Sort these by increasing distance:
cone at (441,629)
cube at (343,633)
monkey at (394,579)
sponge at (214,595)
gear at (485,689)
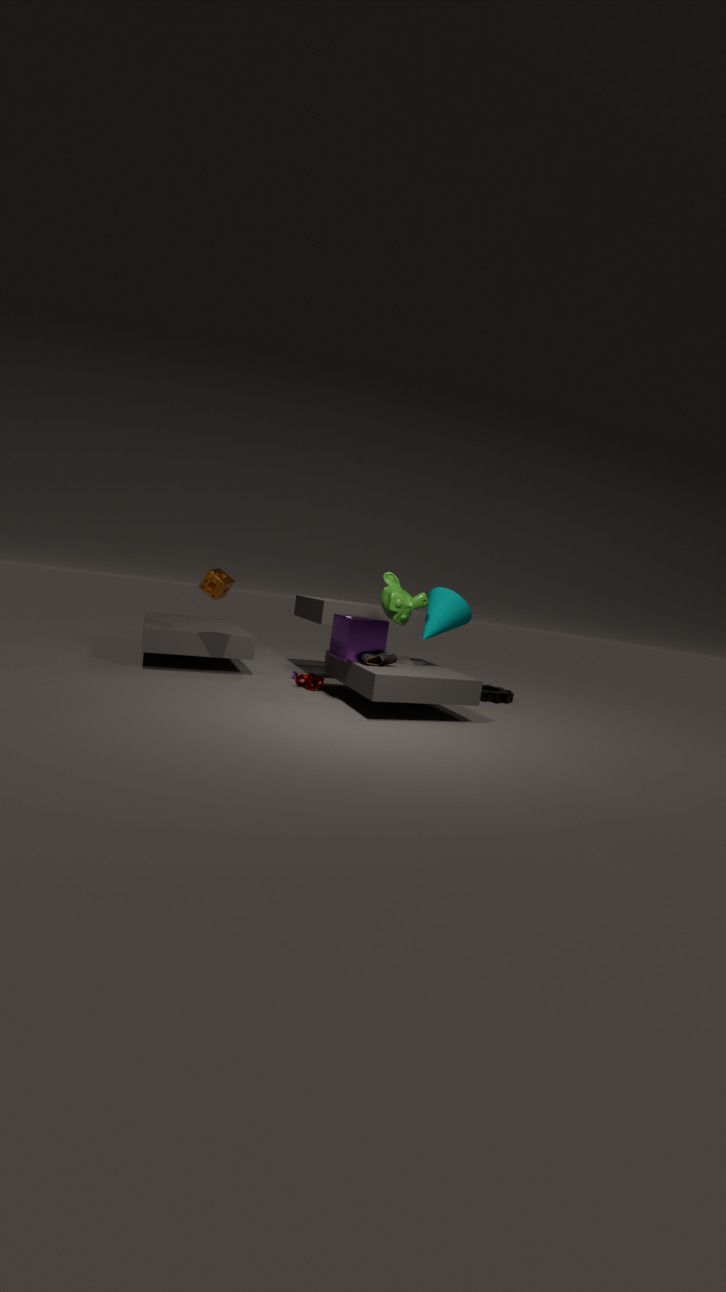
cube at (343,633) → monkey at (394,579) → sponge at (214,595) → cone at (441,629) → gear at (485,689)
